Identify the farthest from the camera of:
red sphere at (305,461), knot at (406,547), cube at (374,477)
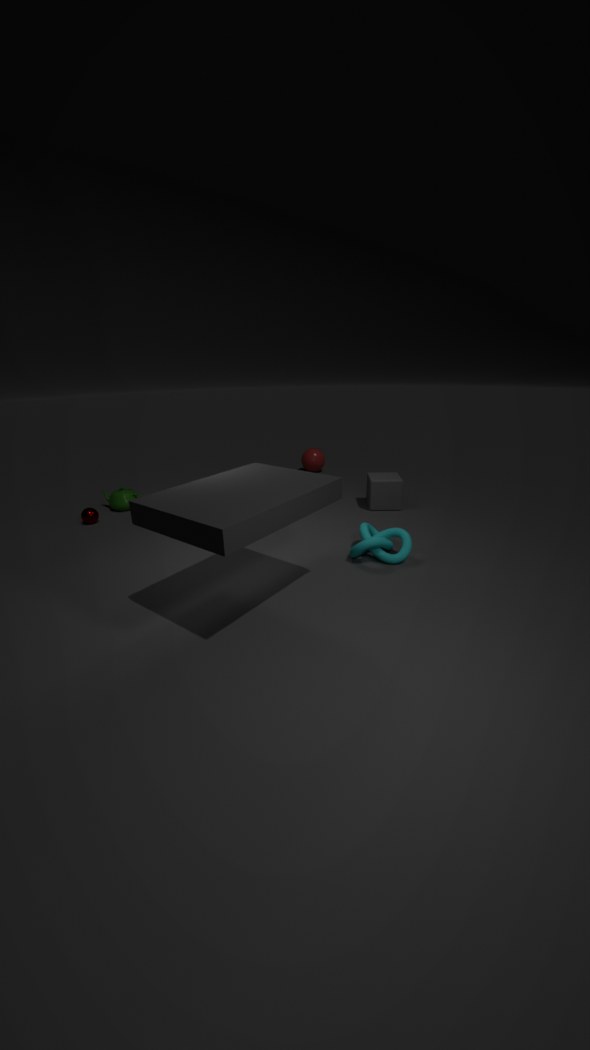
red sphere at (305,461)
